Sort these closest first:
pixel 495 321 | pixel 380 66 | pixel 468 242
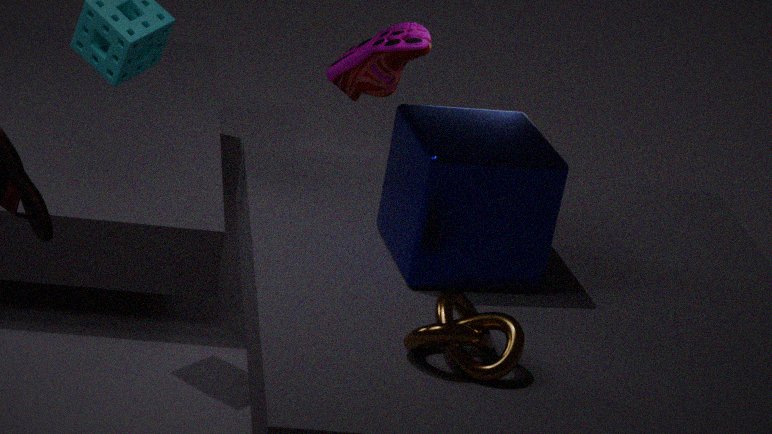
pixel 495 321 → pixel 468 242 → pixel 380 66
